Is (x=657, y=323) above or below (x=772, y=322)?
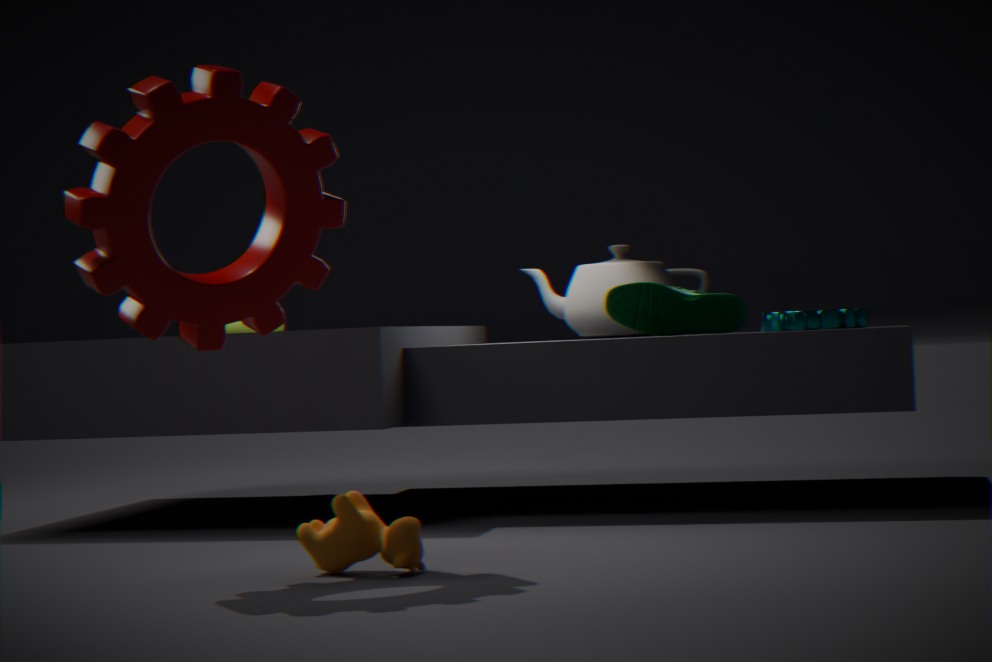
above
